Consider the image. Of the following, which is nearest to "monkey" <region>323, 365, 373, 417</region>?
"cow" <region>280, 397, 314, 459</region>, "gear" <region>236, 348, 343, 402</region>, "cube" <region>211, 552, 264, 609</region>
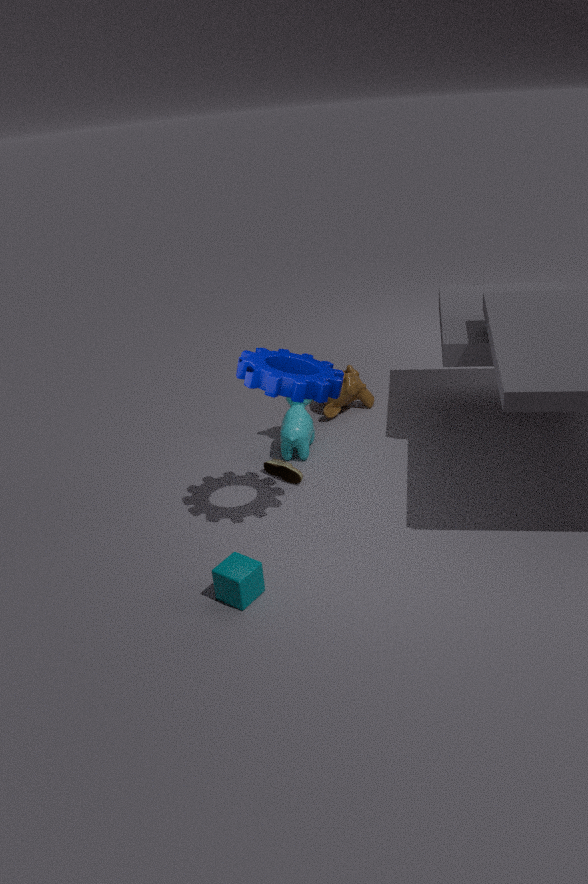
"cow" <region>280, 397, 314, 459</region>
